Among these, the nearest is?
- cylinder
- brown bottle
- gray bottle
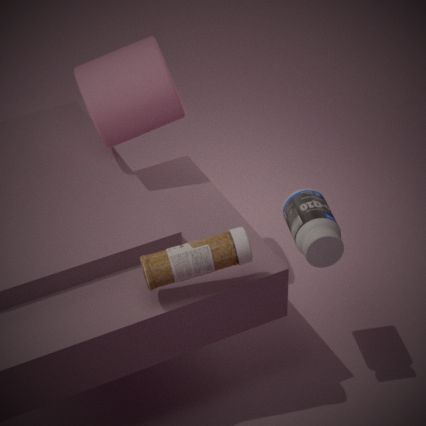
brown bottle
